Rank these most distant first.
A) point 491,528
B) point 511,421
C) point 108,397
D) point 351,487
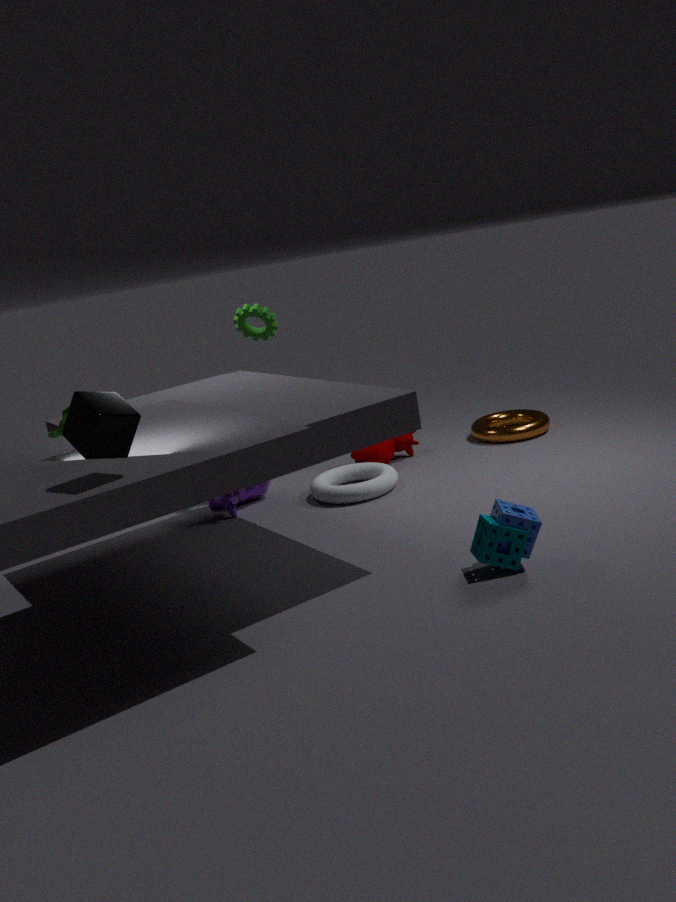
point 511,421
point 351,487
point 491,528
point 108,397
